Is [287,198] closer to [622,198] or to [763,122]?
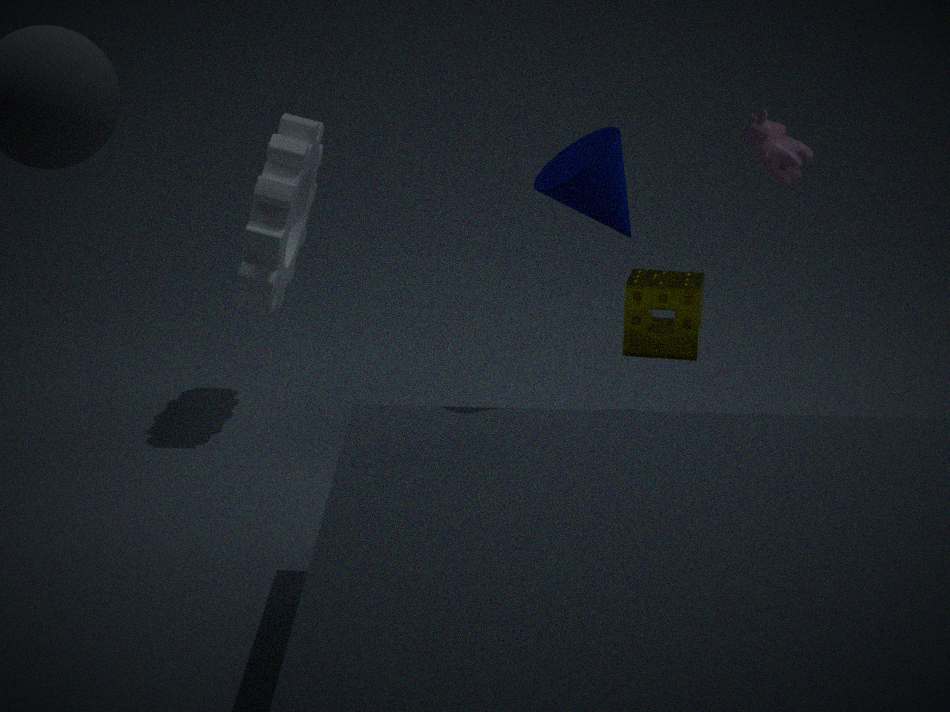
[622,198]
